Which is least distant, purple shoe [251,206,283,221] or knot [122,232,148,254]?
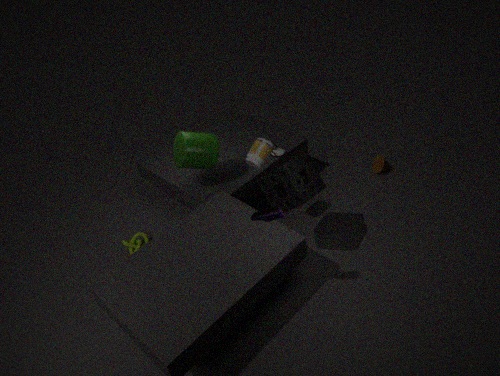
purple shoe [251,206,283,221]
